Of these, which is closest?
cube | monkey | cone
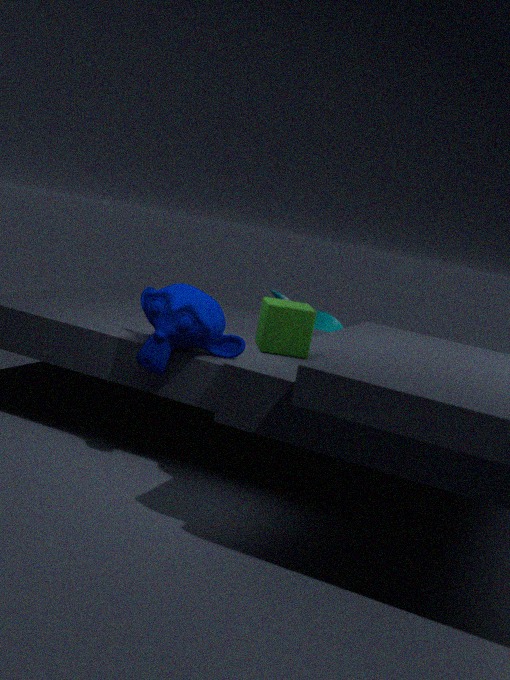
cube
